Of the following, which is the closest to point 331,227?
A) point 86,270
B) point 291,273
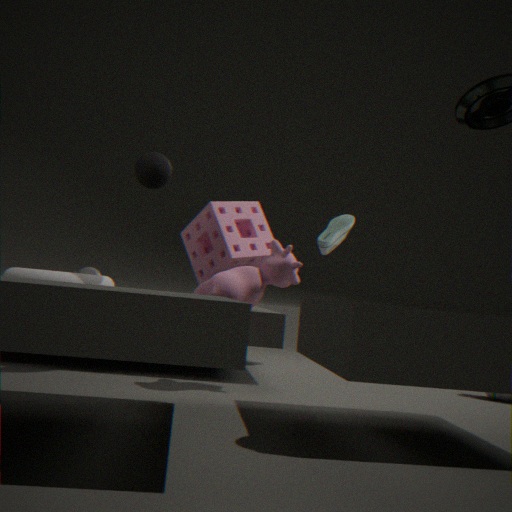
point 291,273
